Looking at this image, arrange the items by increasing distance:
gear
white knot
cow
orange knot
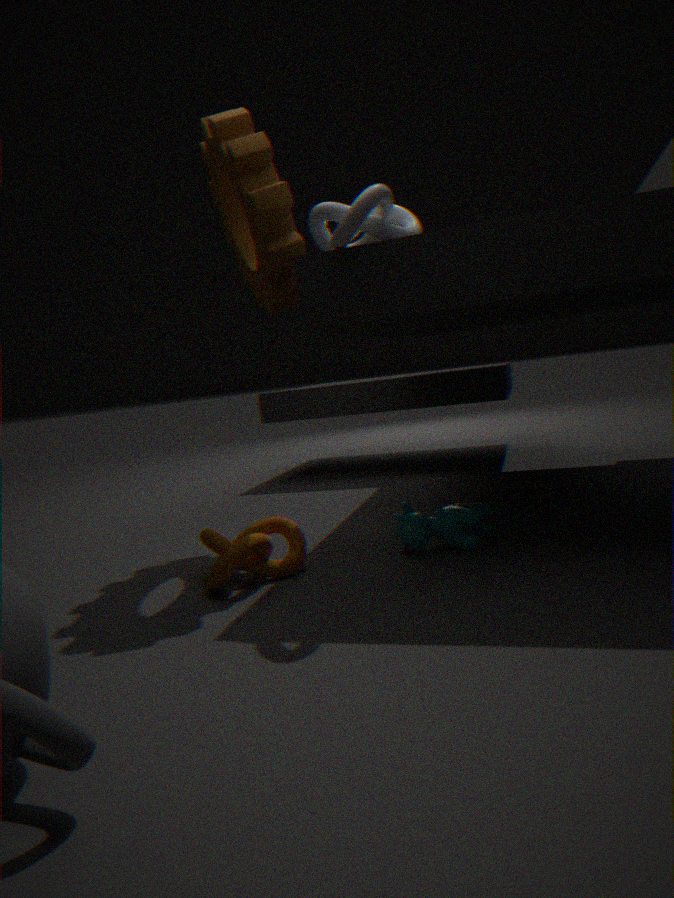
white knot < orange knot < cow < gear
